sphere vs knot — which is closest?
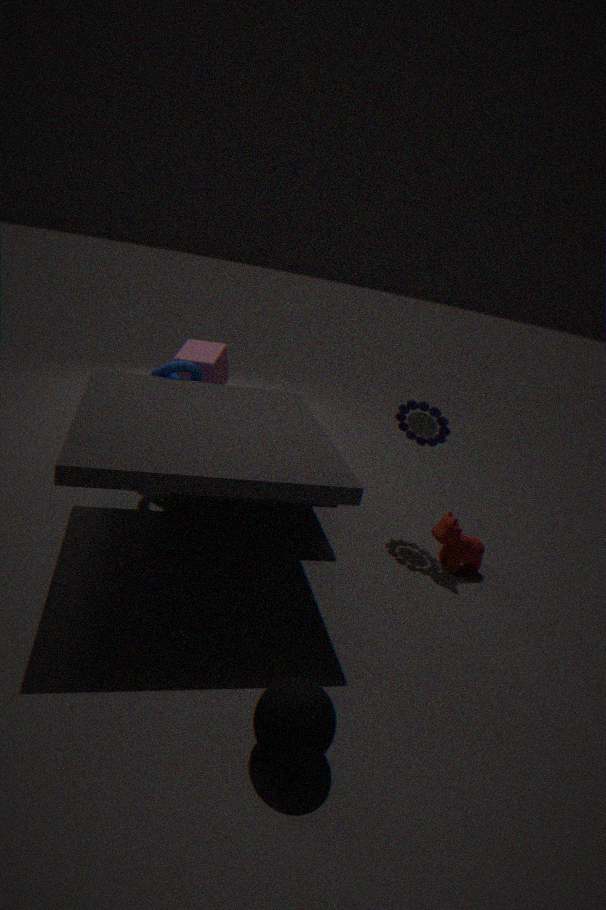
sphere
